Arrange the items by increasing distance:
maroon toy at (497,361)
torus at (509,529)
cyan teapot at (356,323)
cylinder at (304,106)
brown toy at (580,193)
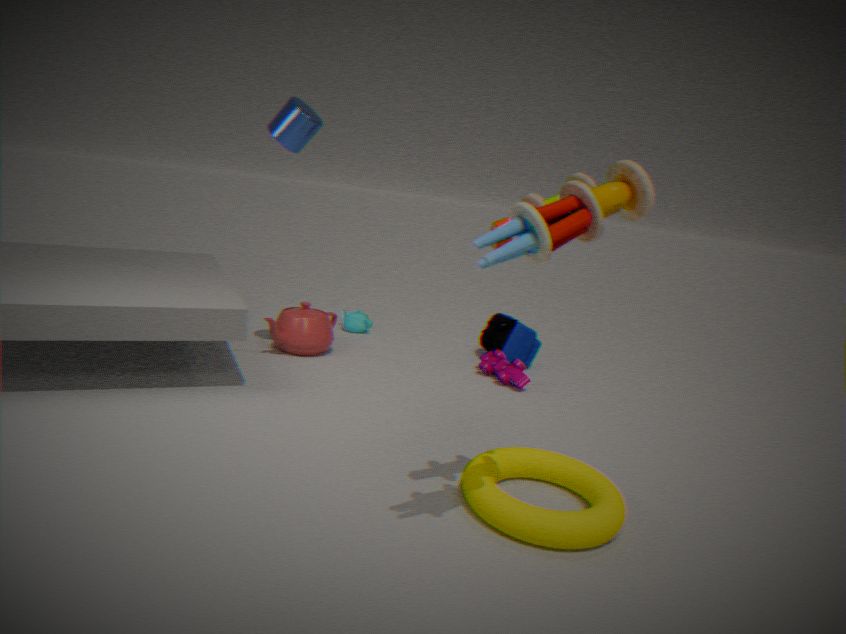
brown toy at (580,193) → torus at (509,529) → cylinder at (304,106) → maroon toy at (497,361) → cyan teapot at (356,323)
